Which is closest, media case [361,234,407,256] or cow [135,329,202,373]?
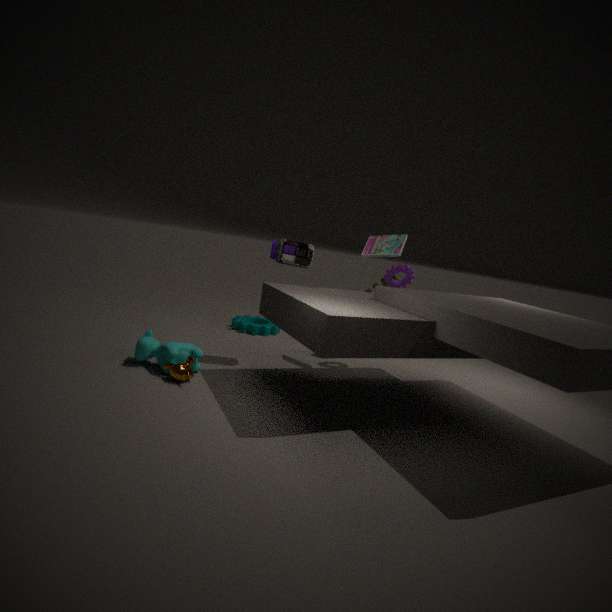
cow [135,329,202,373]
